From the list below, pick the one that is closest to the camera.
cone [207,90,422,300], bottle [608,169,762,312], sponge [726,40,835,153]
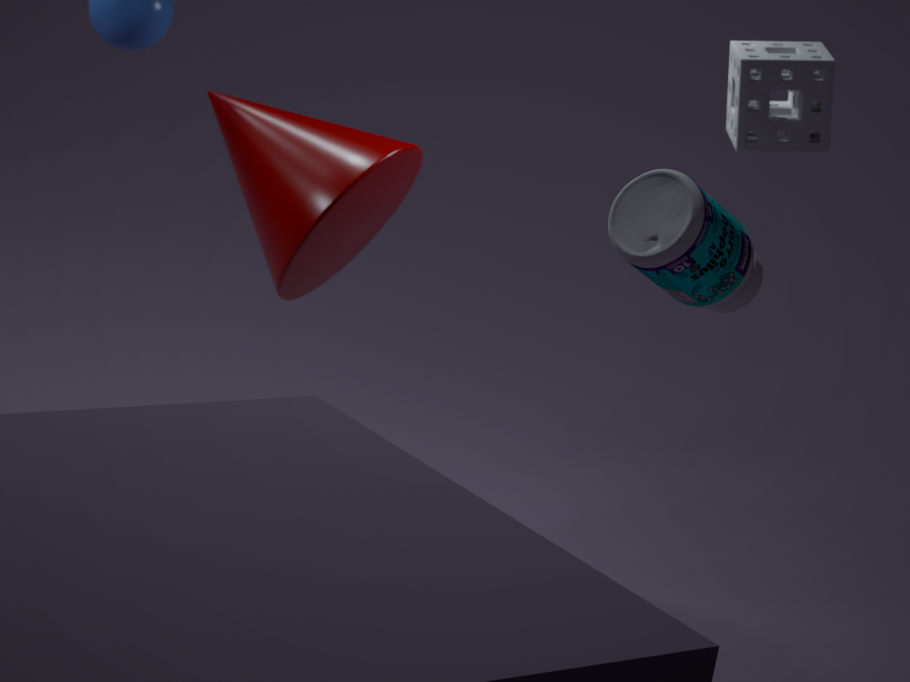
bottle [608,169,762,312]
